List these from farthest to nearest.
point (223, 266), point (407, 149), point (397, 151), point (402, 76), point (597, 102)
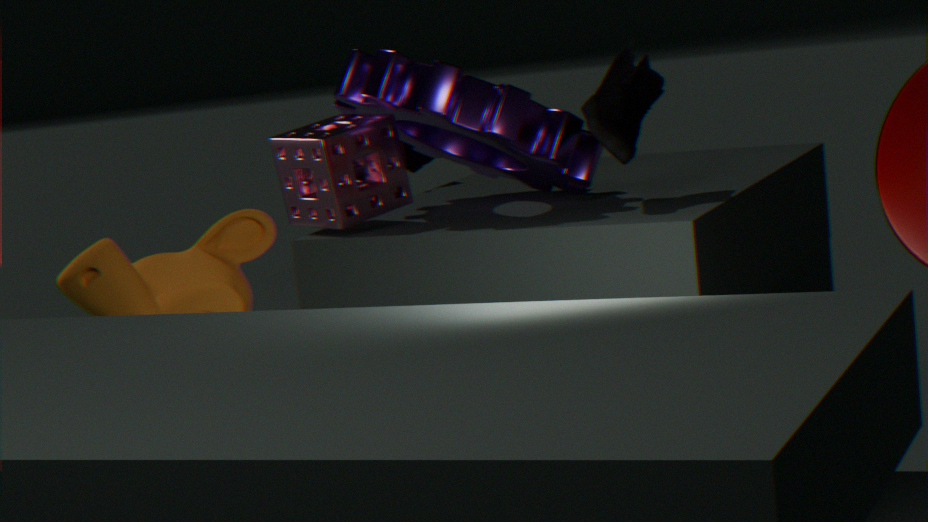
point (407, 149) < point (397, 151) < point (597, 102) < point (402, 76) < point (223, 266)
